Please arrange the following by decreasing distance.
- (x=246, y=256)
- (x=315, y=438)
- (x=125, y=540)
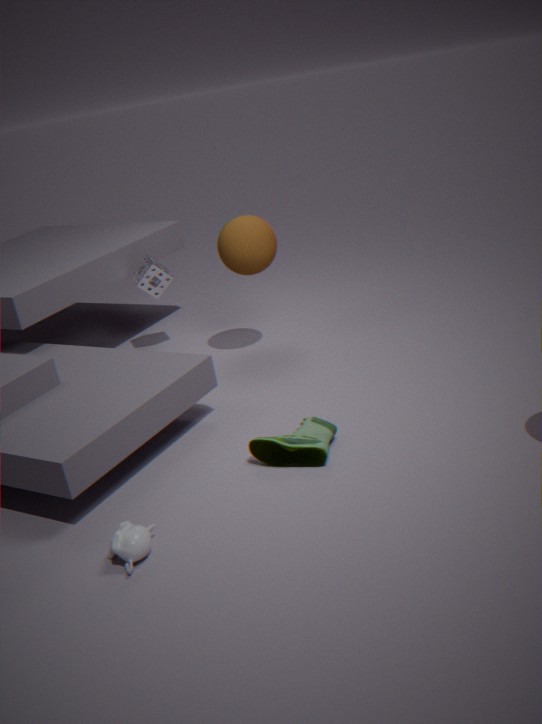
(x=246, y=256)
(x=315, y=438)
(x=125, y=540)
